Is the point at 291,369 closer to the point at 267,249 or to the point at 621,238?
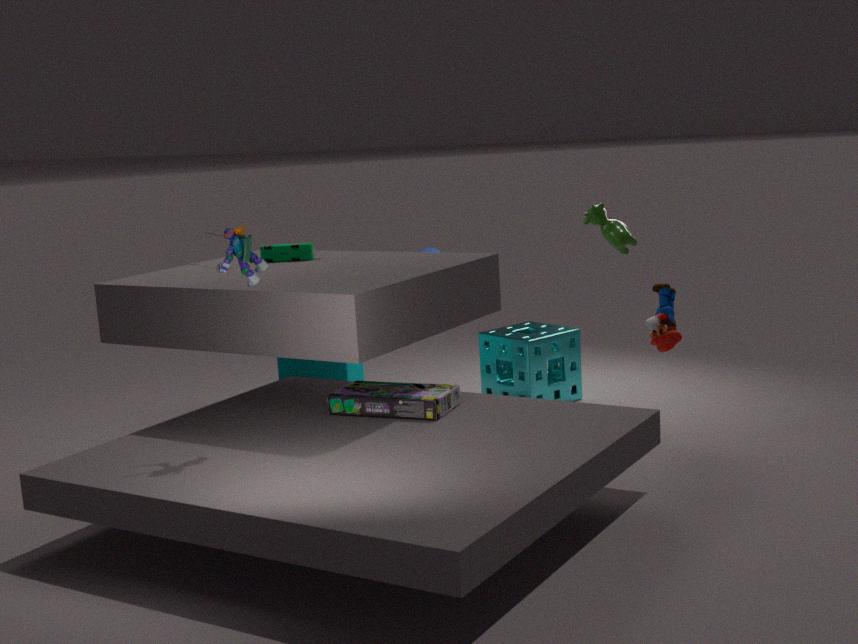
the point at 267,249
